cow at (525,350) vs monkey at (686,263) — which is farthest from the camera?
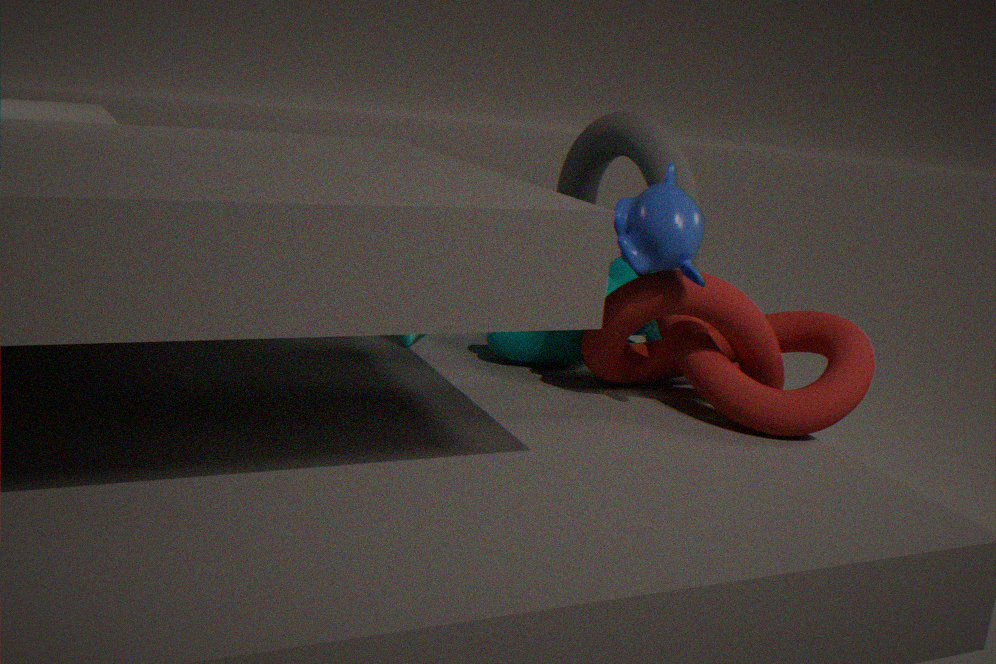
cow at (525,350)
